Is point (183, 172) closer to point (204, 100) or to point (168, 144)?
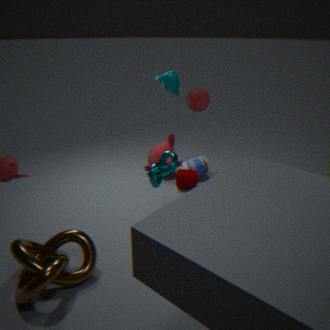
point (168, 144)
